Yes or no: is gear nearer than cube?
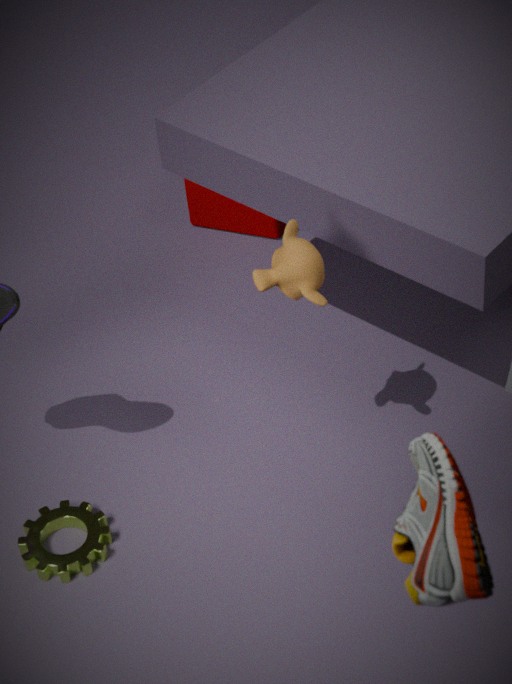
Yes
